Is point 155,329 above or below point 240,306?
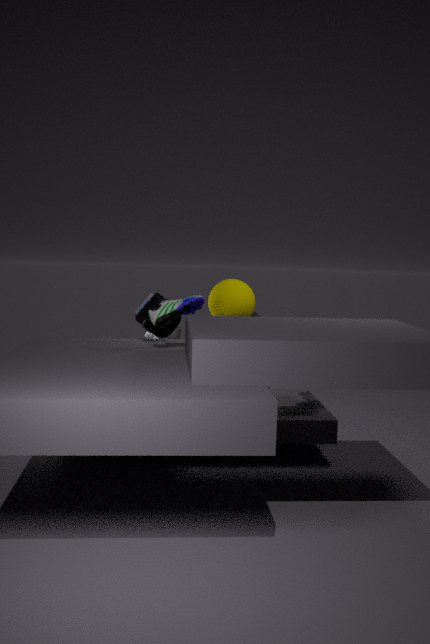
below
